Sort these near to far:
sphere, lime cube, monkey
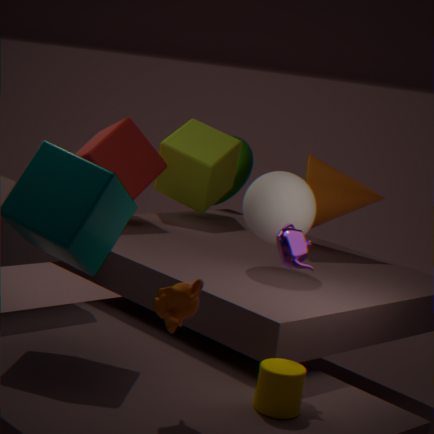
monkey → sphere → lime cube
